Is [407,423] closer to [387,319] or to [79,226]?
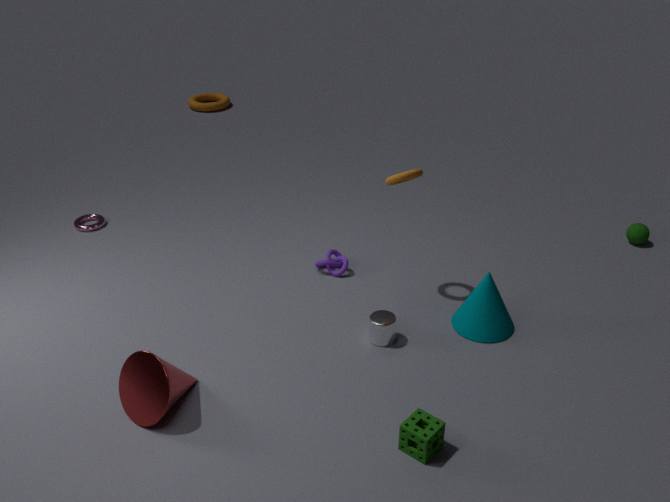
[387,319]
